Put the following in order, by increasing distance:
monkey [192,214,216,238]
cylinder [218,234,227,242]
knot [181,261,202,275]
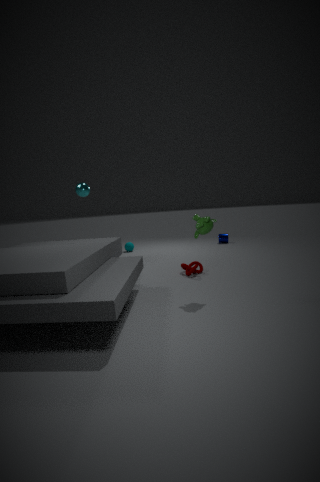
monkey [192,214,216,238] → knot [181,261,202,275] → cylinder [218,234,227,242]
